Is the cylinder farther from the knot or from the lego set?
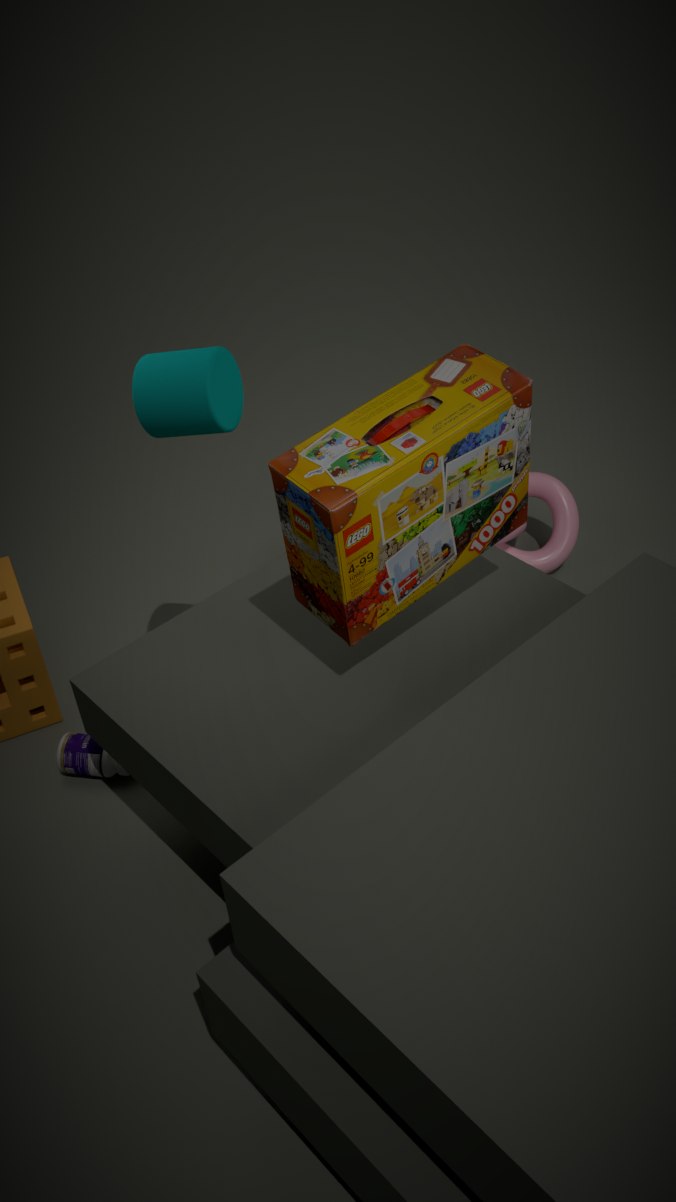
the knot
